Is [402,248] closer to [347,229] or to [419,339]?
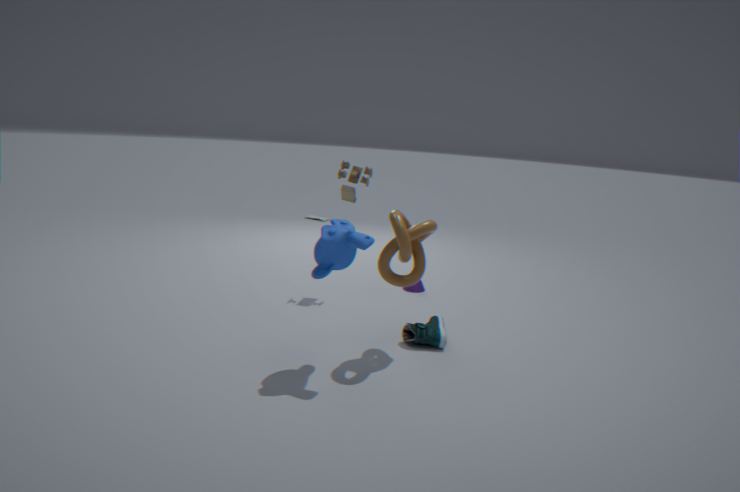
[347,229]
